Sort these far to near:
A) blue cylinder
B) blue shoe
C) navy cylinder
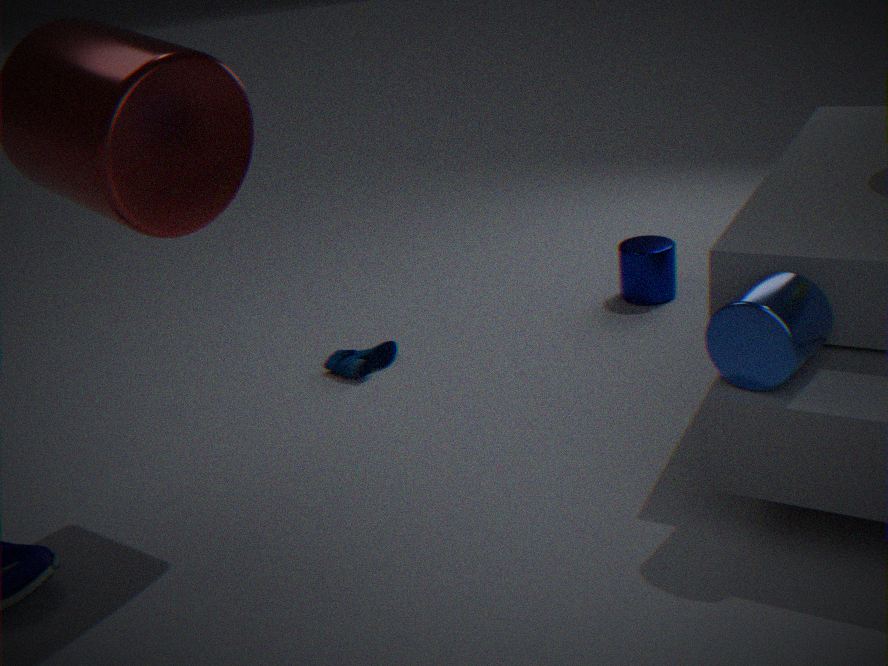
navy cylinder
blue shoe
blue cylinder
